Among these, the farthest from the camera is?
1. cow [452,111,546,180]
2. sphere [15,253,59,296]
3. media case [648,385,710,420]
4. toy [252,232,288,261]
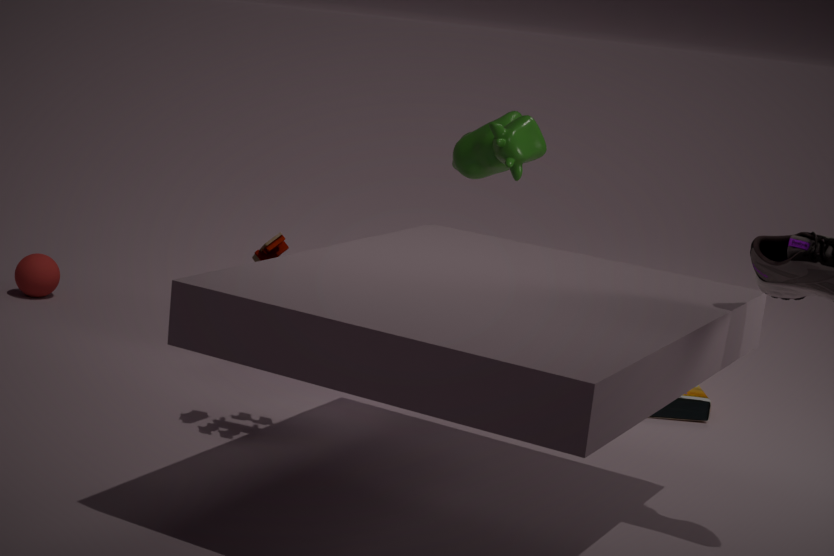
sphere [15,253,59,296]
